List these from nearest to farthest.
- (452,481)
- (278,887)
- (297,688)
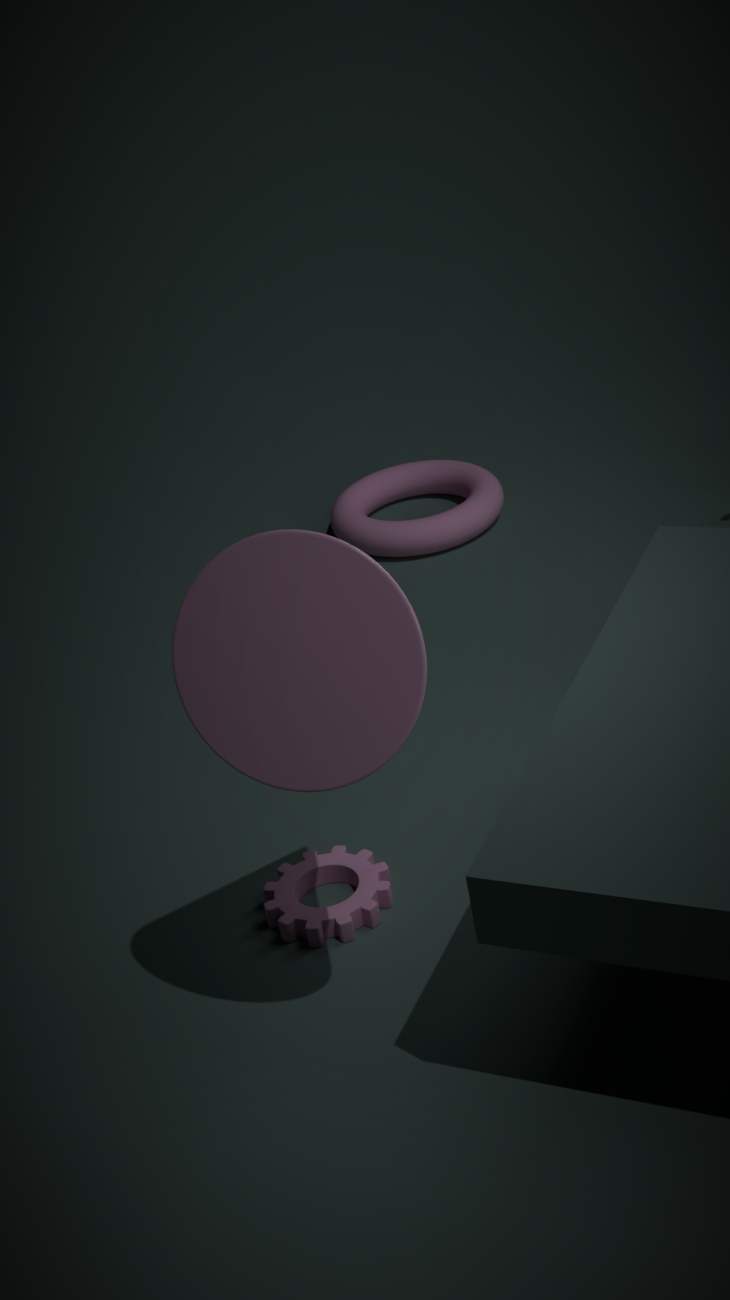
(297,688) < (278,887) < (452,481)
